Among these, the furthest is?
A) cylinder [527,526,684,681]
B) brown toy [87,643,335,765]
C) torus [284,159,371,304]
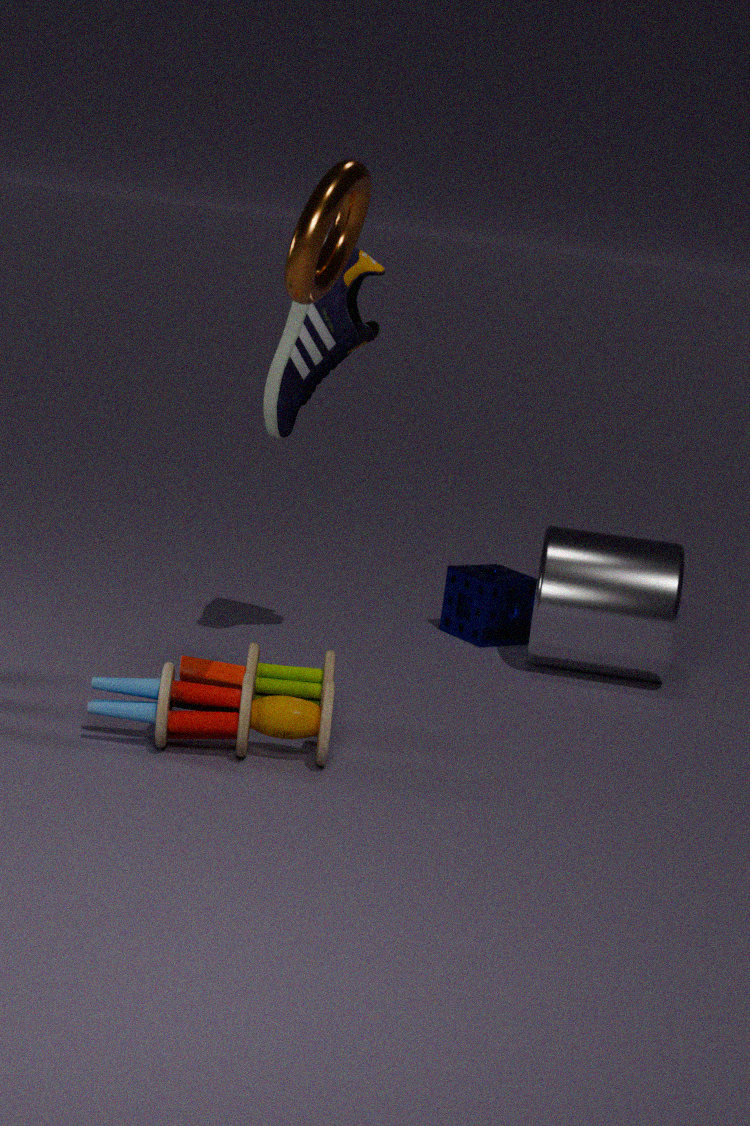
cylinder [527,526,684,681]
